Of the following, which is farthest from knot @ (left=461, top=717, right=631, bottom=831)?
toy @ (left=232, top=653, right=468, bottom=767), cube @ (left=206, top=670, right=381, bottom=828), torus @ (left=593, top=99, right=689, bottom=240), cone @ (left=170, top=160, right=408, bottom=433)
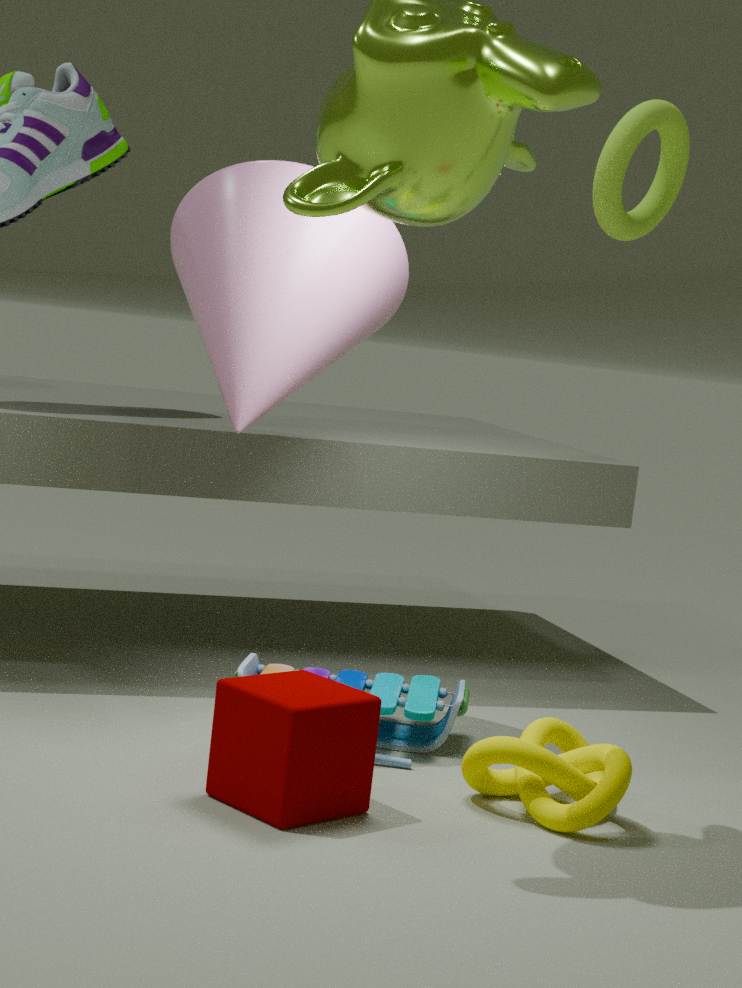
torus @ (left=593, top=99, right=689, bottom=240)
